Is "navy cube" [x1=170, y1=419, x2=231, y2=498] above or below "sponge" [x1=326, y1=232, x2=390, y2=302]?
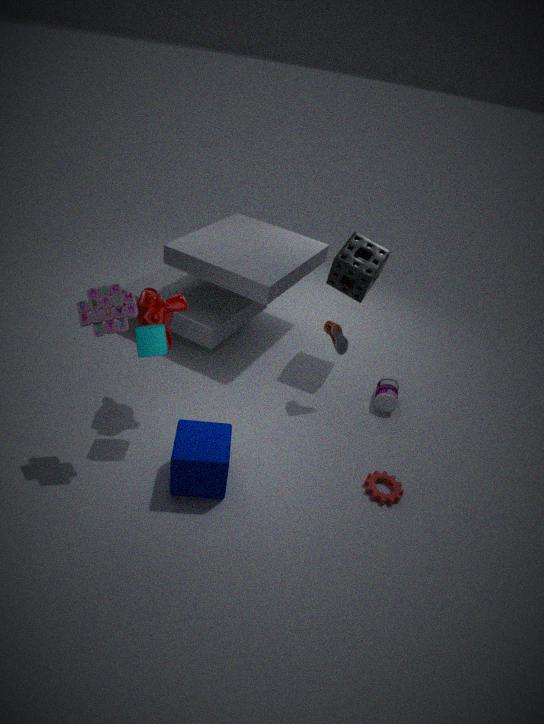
below
